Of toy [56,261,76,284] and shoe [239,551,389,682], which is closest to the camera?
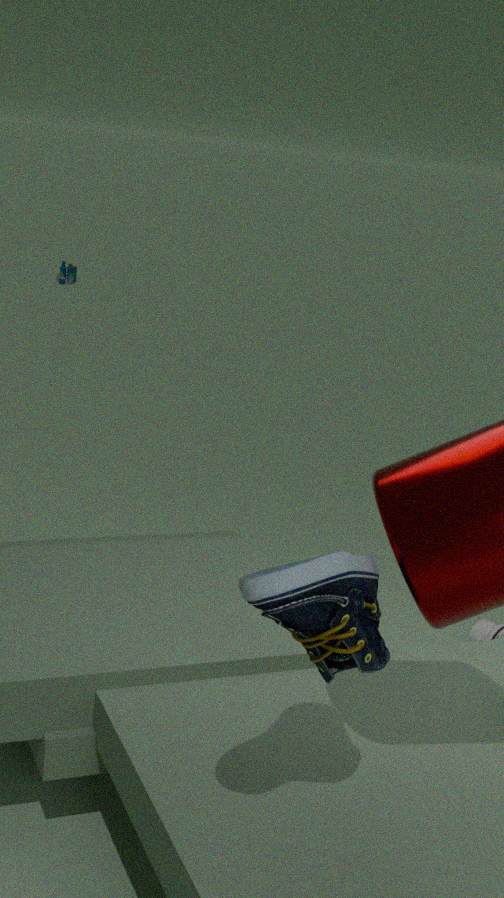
shoe [239,551,389,682]
